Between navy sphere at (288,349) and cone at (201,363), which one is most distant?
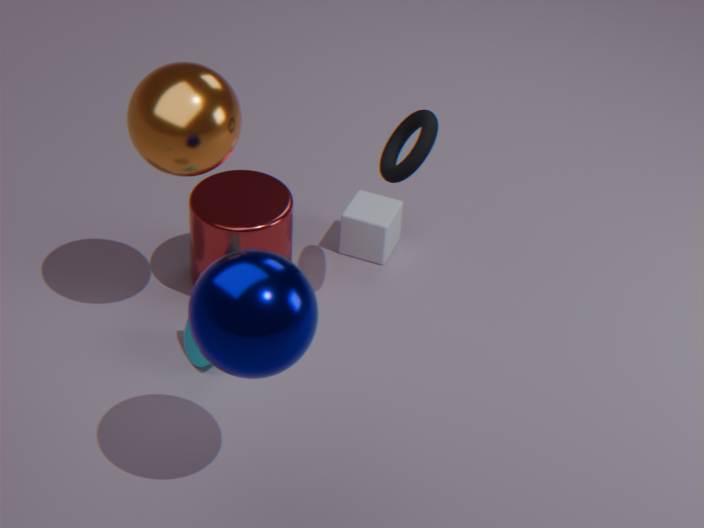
cone at (201,363)
